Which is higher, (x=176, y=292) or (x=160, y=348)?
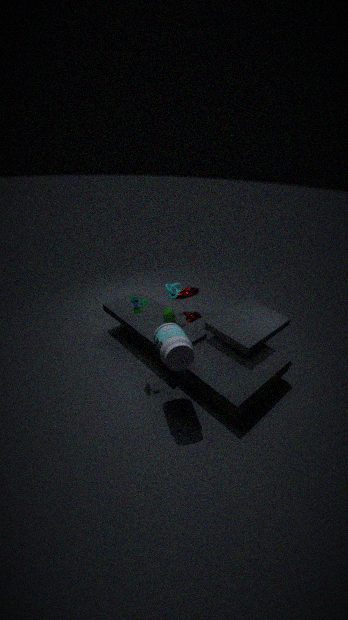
(x=176, y=292)
